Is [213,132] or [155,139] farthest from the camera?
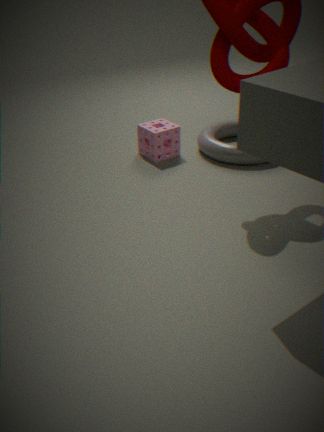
[213,132]
